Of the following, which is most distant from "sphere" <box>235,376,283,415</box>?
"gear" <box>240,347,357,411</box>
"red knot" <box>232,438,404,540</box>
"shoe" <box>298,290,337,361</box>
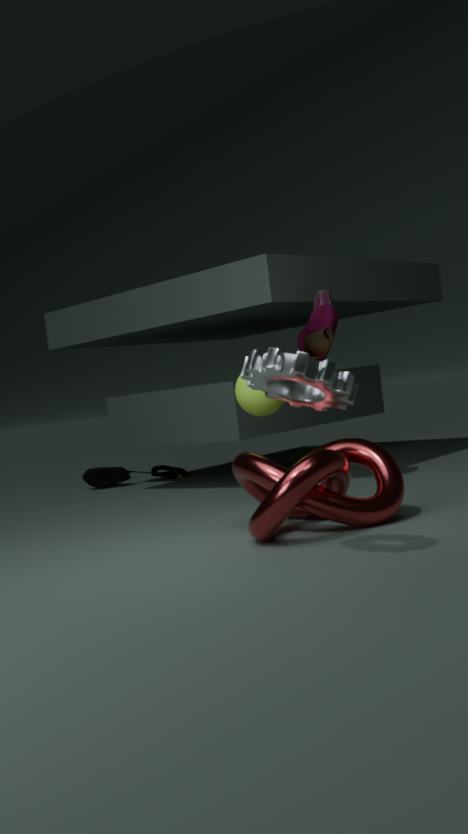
"gear" <box>240,347,357,411</box>
